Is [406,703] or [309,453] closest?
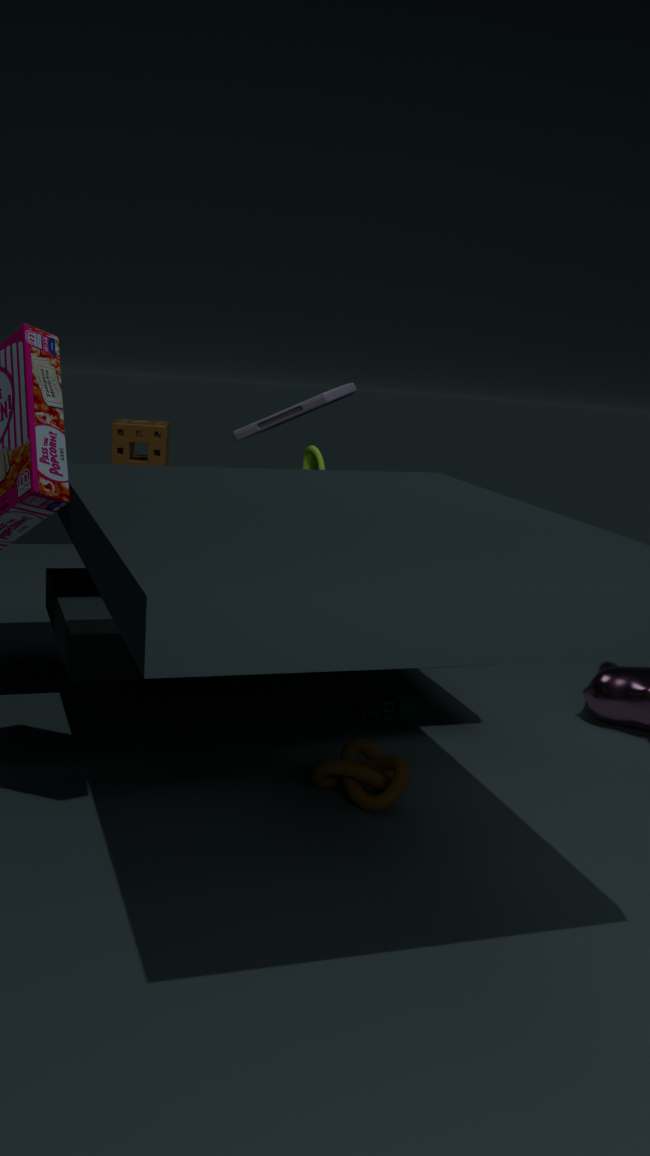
[309,453]
